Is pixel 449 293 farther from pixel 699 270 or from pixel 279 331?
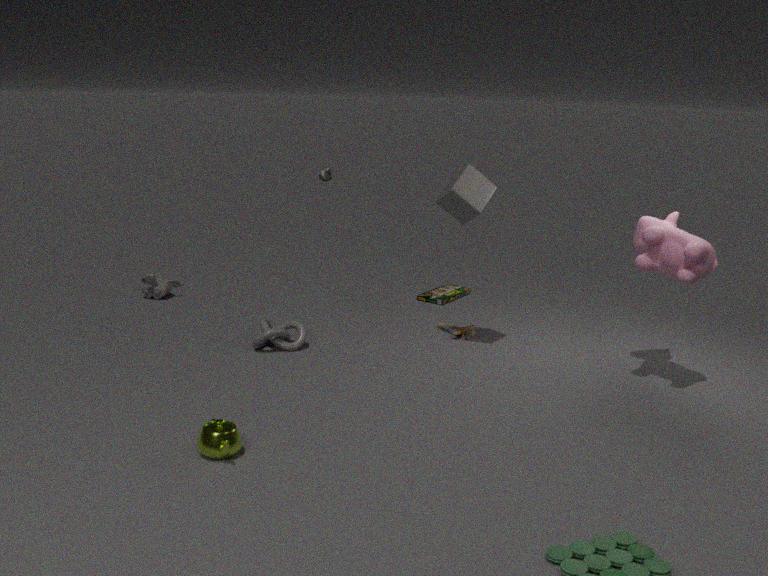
pixel 699 270
